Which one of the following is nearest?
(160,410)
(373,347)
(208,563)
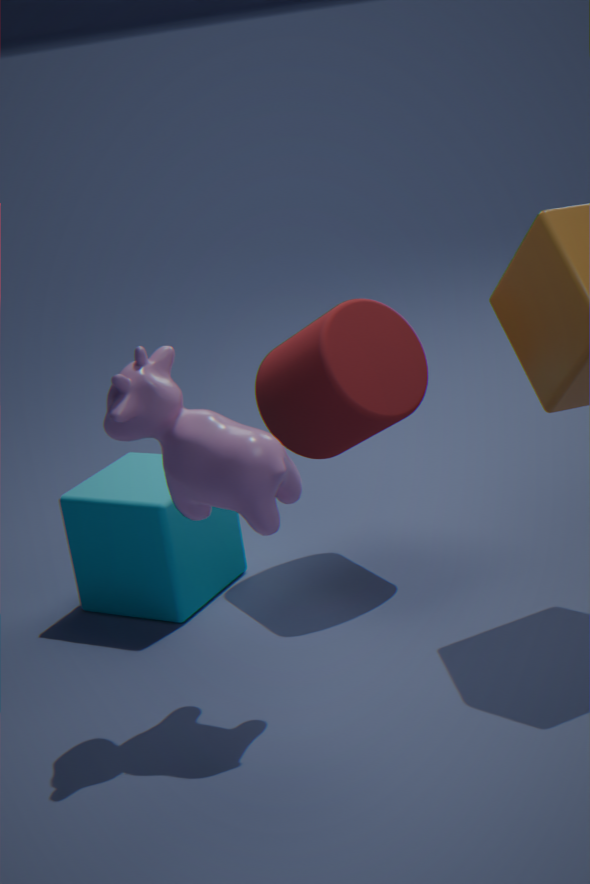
(160,410)
